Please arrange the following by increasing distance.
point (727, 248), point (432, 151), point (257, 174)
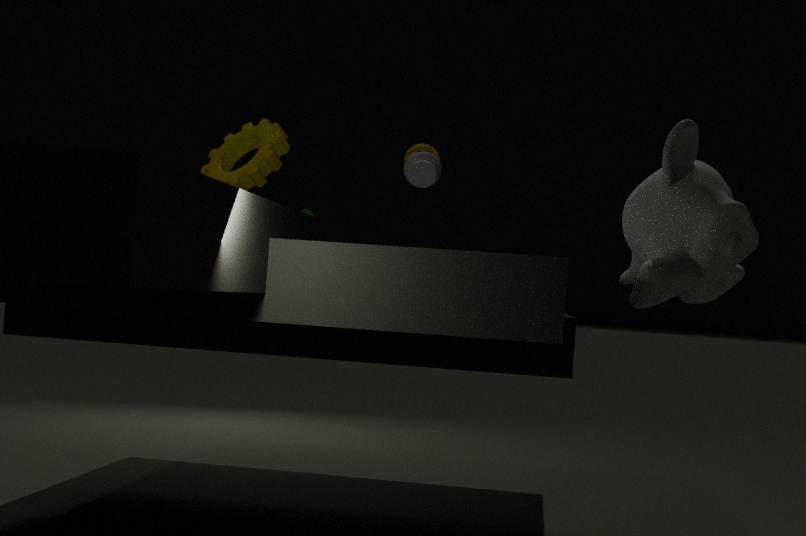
1. point (727, 248)
2. point (257, 174)
3. point (432, 151)
